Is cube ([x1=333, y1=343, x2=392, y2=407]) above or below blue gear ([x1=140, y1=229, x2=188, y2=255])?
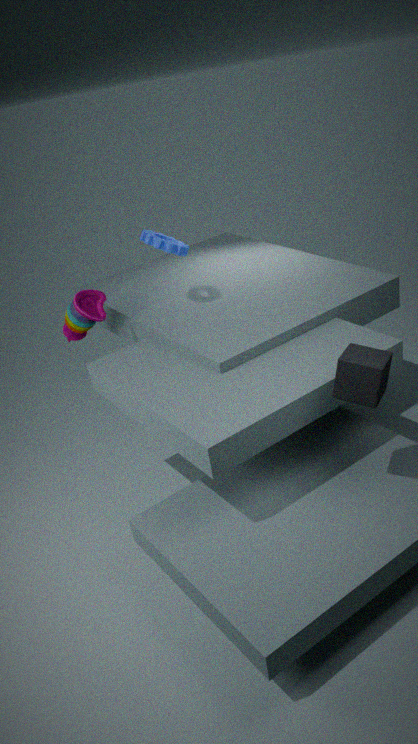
below
